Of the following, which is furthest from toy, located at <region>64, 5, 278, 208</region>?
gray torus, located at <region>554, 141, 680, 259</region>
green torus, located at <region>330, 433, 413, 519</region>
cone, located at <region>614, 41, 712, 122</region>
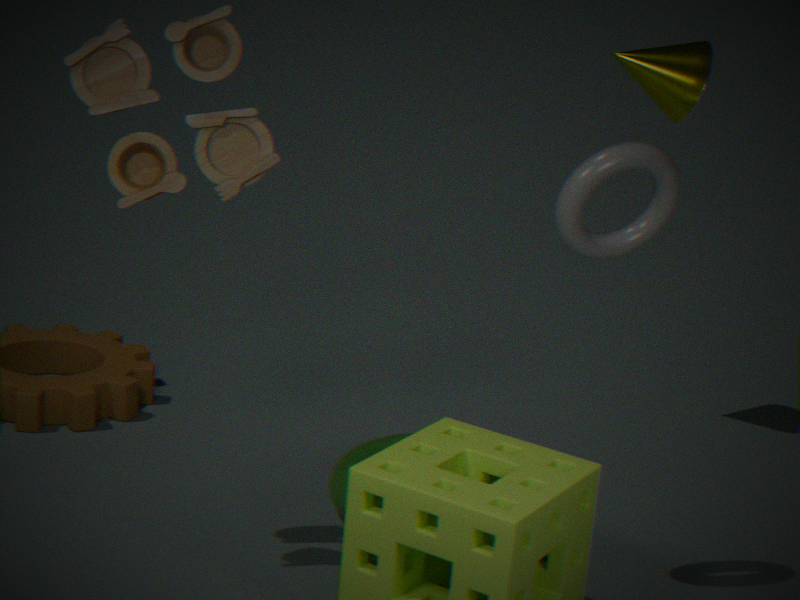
cone, located at <region>614, 41, 712, 122</region>
